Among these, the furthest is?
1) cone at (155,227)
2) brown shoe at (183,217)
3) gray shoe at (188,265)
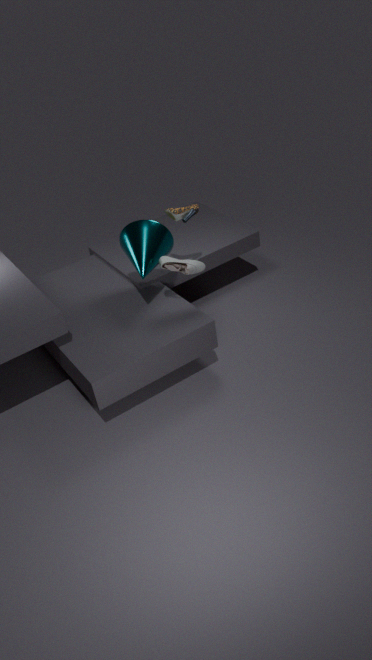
2. brown shoe at (183,217)
